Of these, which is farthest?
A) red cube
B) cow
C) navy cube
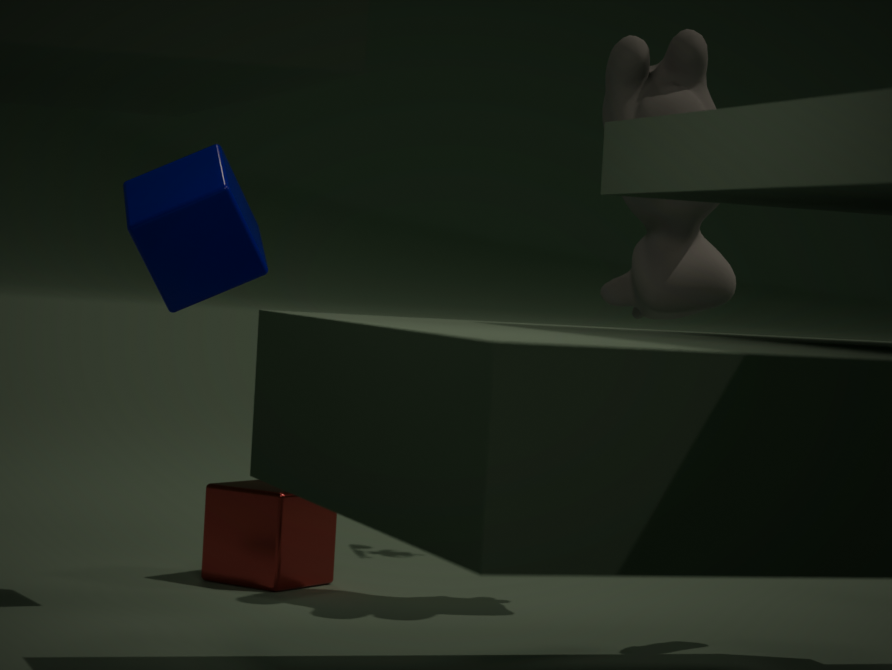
A. red cube
